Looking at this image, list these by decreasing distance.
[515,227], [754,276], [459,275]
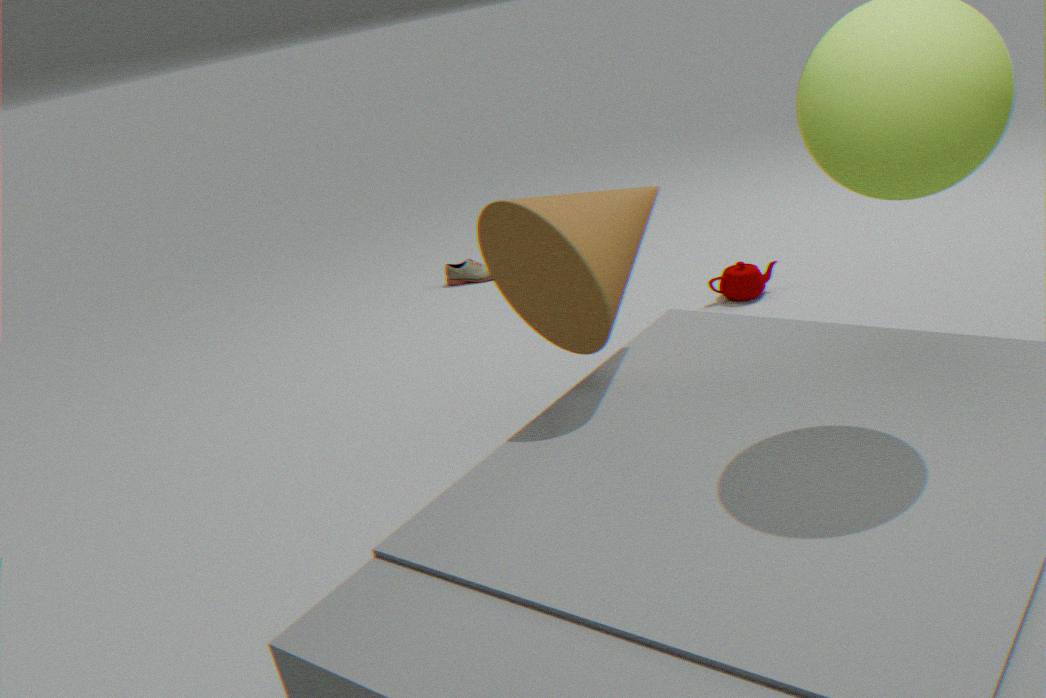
[459,275], [754,276], [515,227]
